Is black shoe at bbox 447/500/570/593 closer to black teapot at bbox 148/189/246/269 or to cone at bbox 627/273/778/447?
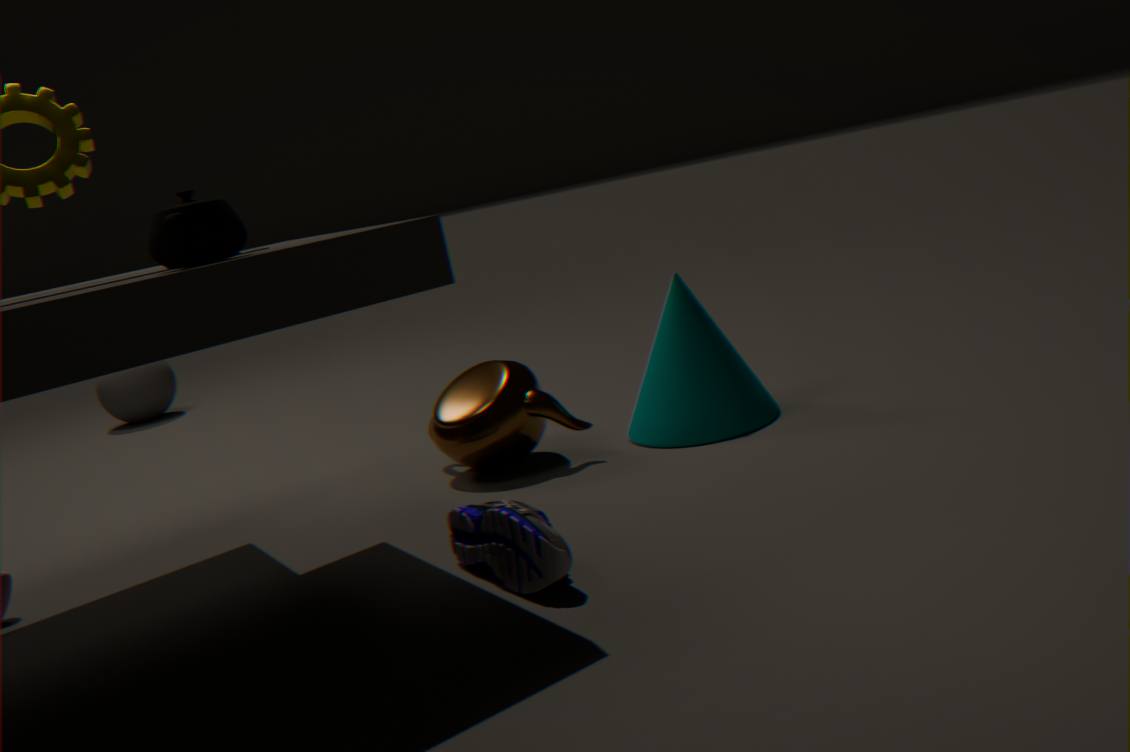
cone at bbox 627/273/778/447
